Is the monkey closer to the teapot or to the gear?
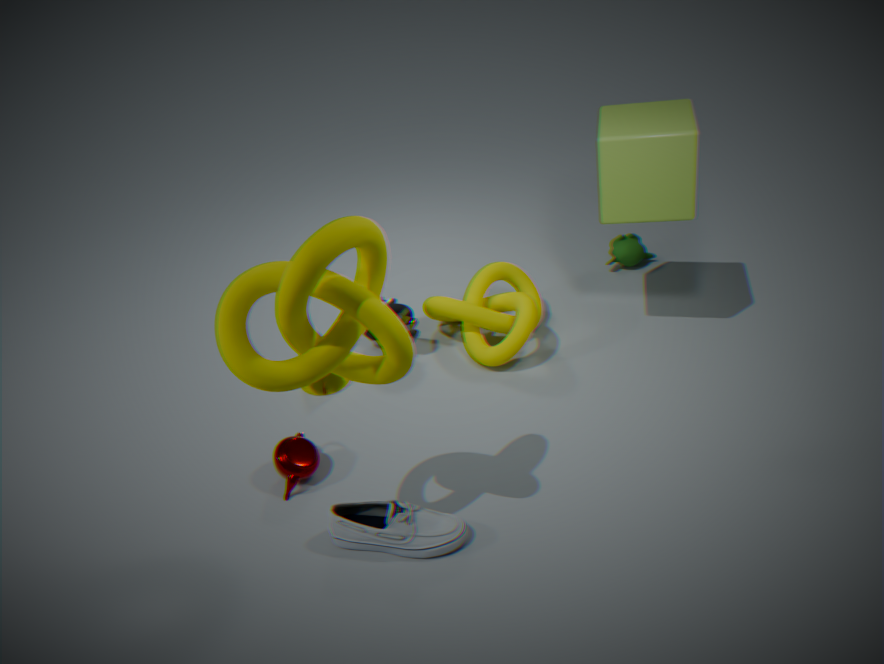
the gear
